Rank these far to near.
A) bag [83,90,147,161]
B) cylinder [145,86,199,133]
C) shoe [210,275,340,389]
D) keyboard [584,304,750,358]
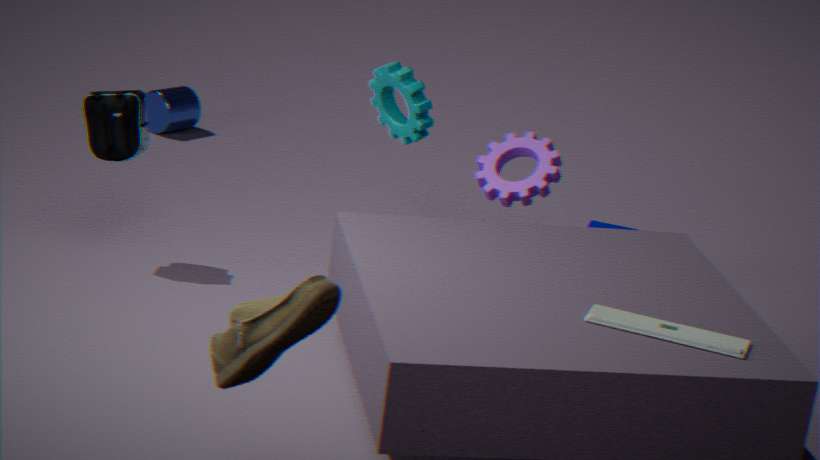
B. cylinder [145,86,199,133] → A. bag [83,90,147,161] → D. keyboard [584,304,750,358] → C. shoe [210,275,340,389]
